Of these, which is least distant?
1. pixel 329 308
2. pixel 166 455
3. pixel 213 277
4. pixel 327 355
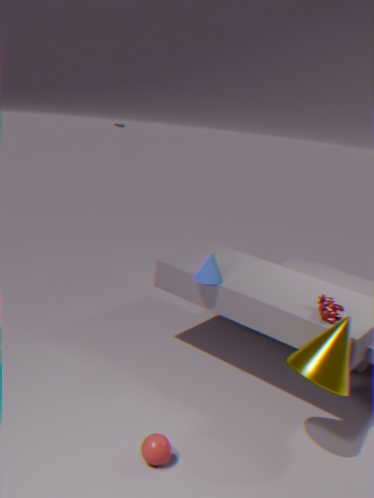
pixel 166 455
